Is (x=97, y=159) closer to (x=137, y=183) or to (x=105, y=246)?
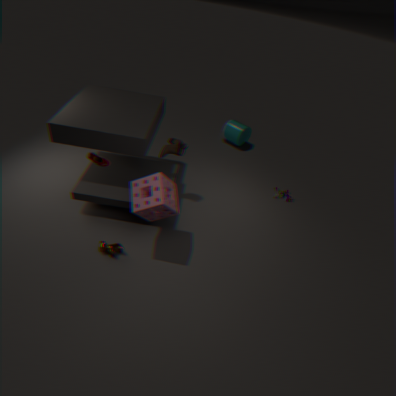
(x=137, y=183)
